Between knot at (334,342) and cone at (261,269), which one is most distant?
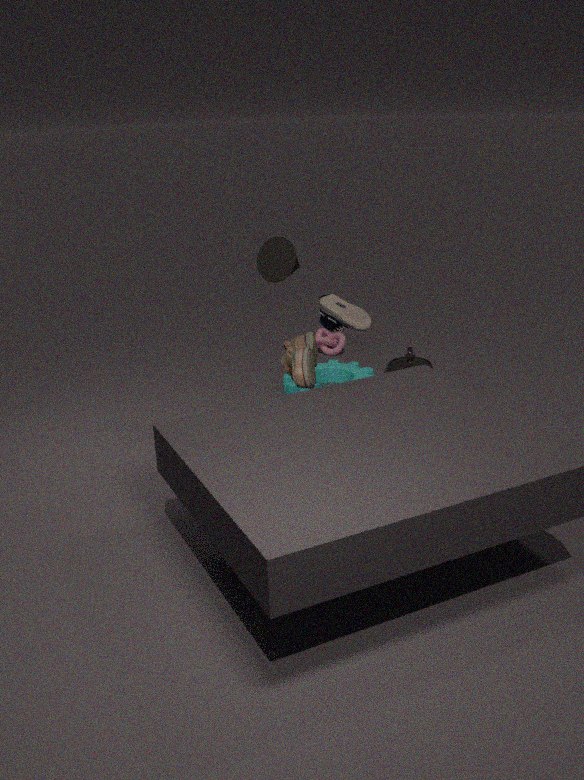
knot at (334,342)
